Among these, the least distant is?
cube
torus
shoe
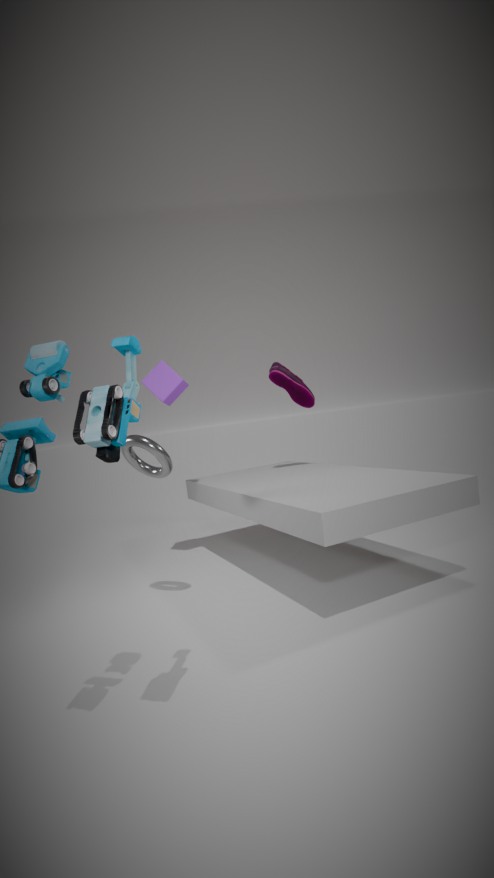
torus
